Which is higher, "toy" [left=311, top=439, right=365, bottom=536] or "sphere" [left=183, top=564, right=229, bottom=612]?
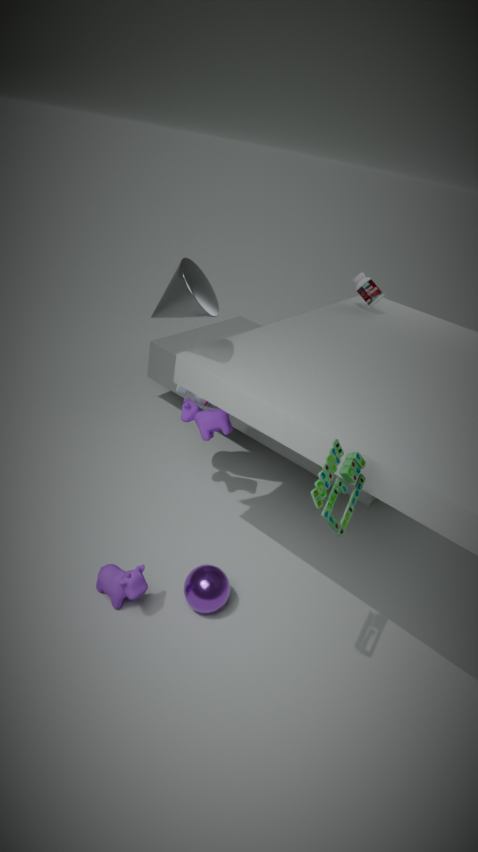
"toy" [left=311, top=439, right=365, bottom=536]
